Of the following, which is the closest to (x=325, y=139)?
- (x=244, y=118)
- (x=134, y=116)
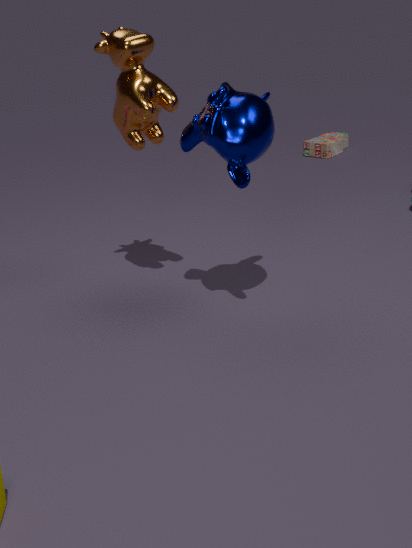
(x=134, y=116)
